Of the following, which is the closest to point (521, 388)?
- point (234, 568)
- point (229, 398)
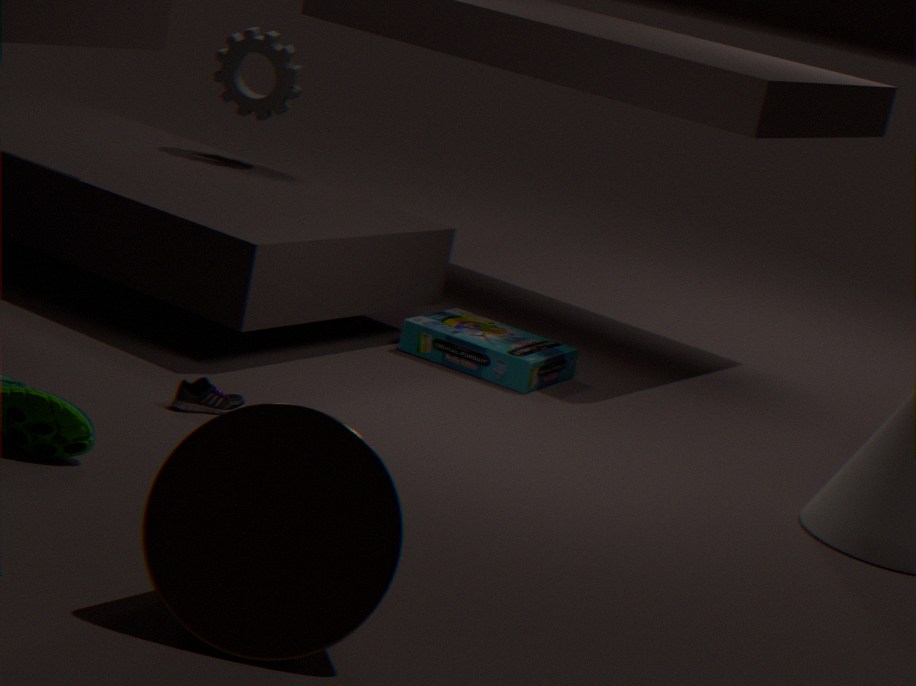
point (229, 398)
